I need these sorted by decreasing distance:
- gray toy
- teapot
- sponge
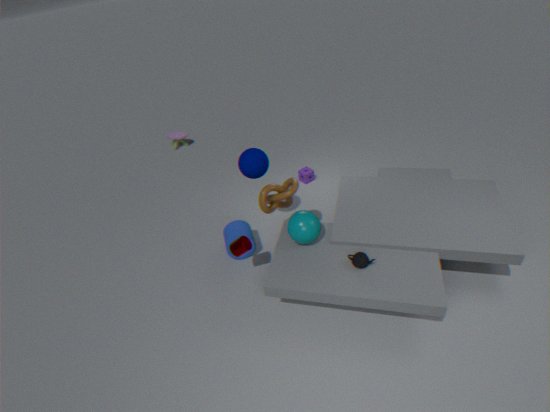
gray toy
sponge
teapot
